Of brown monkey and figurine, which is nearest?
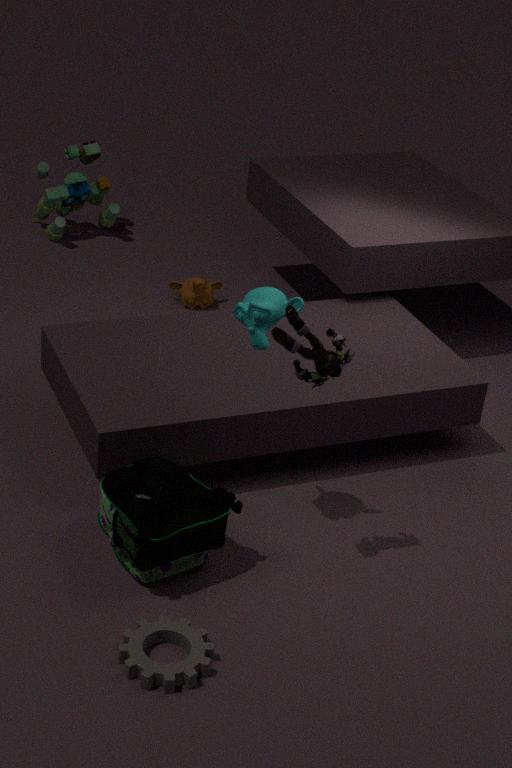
figurine
